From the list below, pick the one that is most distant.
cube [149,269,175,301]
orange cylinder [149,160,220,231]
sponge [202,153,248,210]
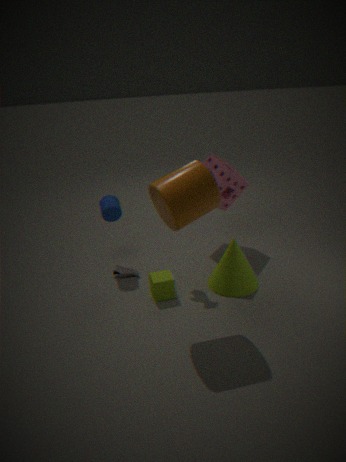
sponge [202,153,248,210]
